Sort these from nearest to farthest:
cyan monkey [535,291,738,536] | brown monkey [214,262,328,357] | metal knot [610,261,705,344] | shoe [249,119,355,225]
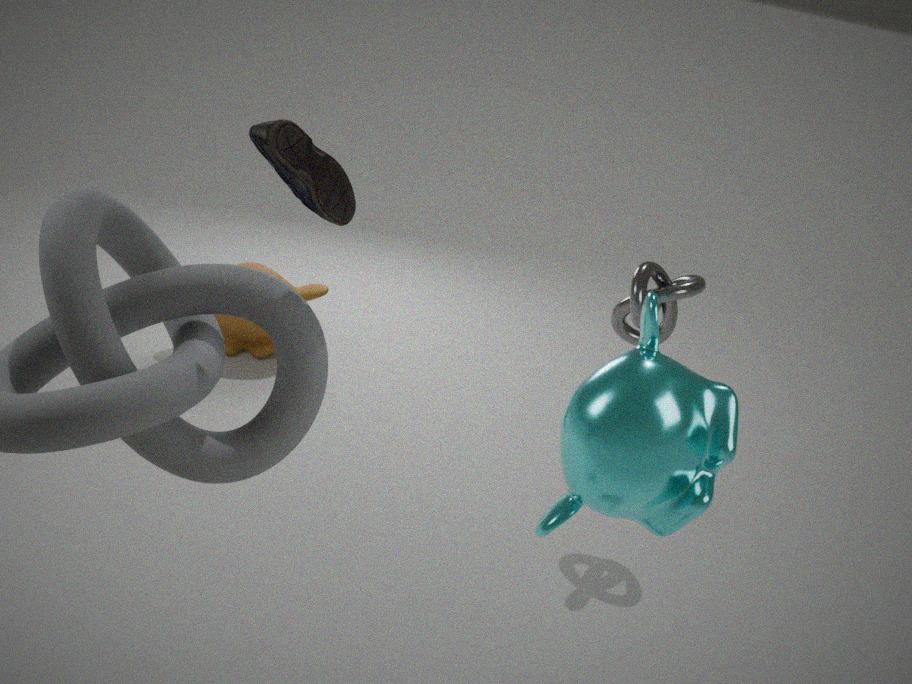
1. shoe [249,119,355,225]
2. cyan monkey [535,291,738,536]
3. metal knot [610,261,705,344]
4. brown monkey [214,262,328,357]
